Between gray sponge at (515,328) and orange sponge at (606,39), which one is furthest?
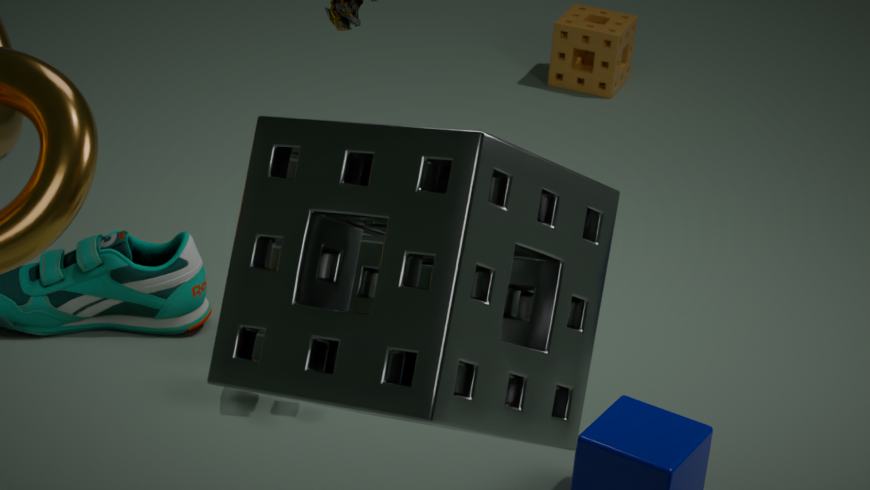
orange sponge at (606,39)
